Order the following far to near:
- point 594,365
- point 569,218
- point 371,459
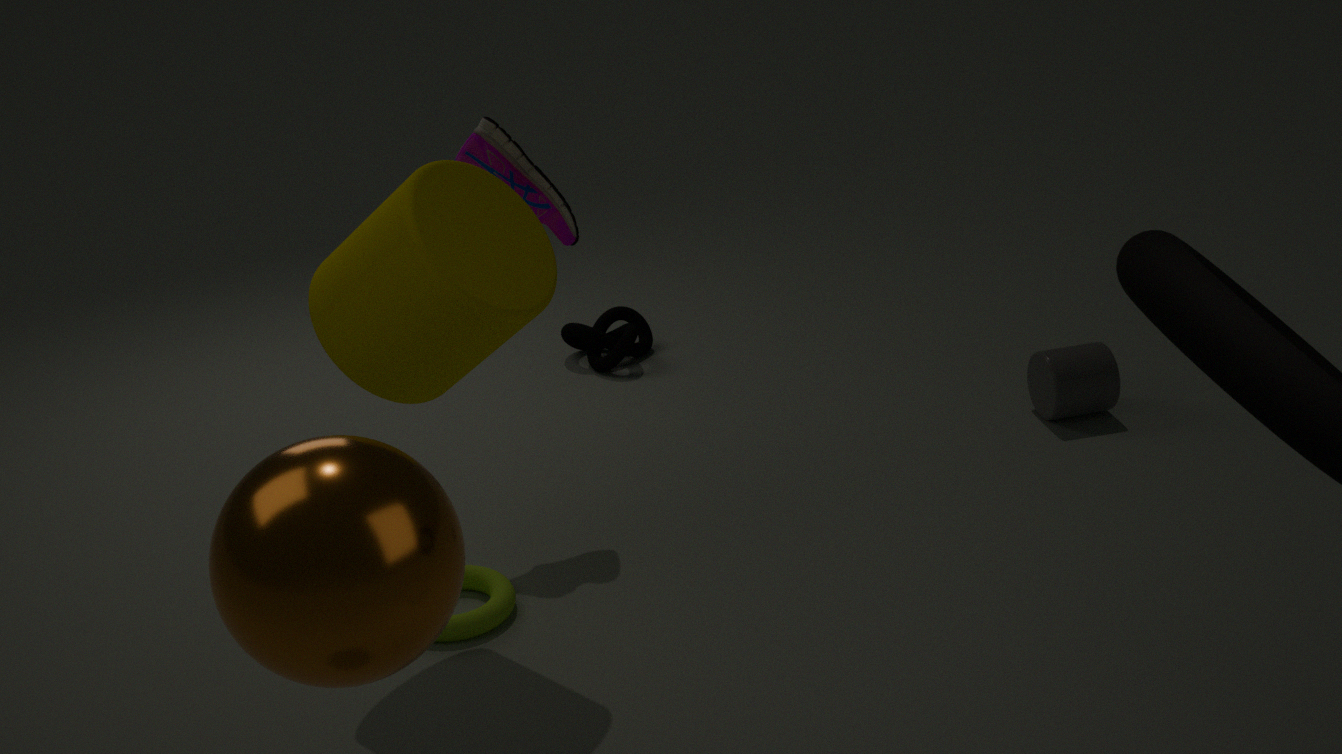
point 594,365, point 569,218, point 371,459
